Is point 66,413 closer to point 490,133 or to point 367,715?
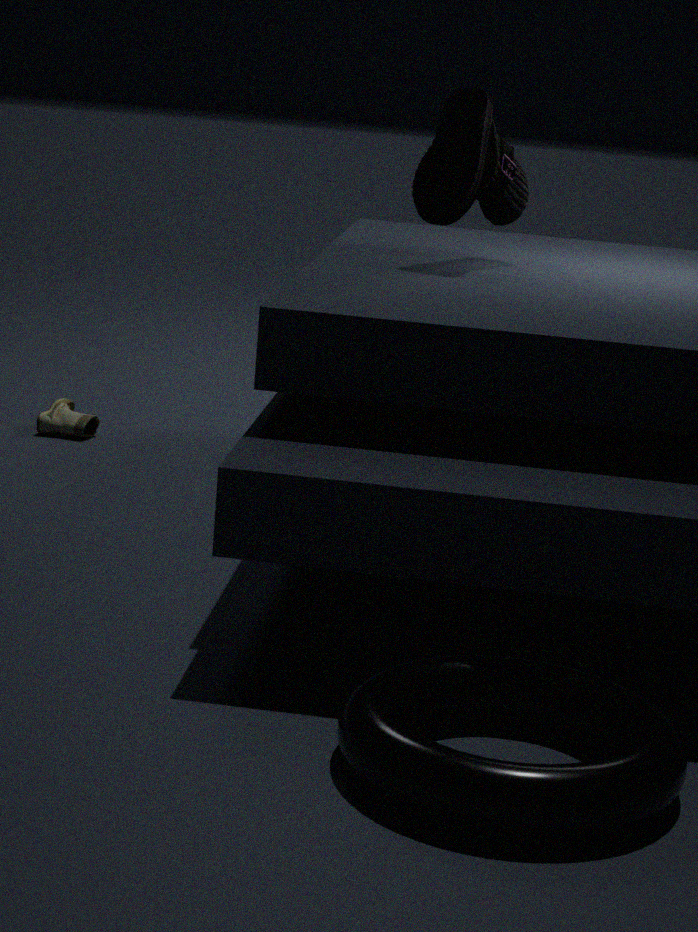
point 490,133
